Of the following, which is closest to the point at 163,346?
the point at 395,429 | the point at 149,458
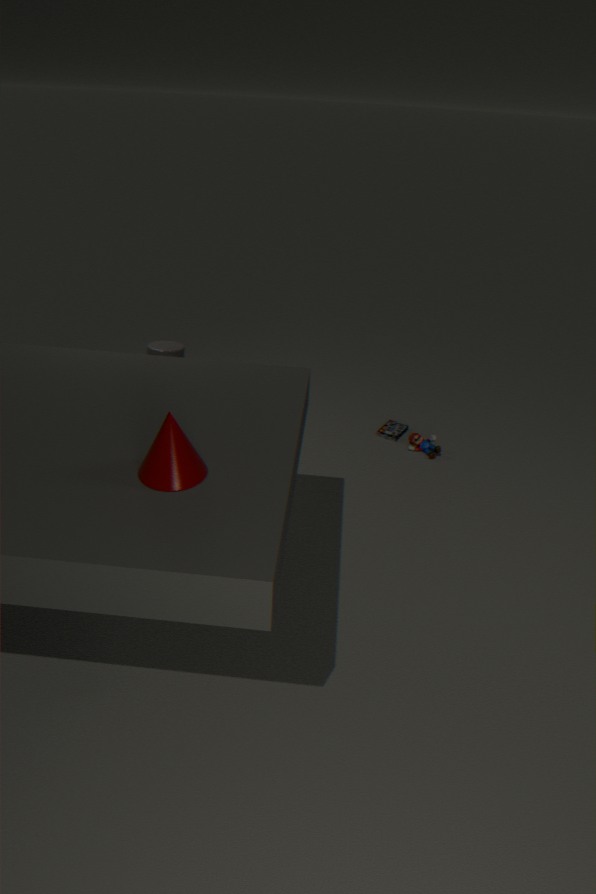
the point at 149,458
